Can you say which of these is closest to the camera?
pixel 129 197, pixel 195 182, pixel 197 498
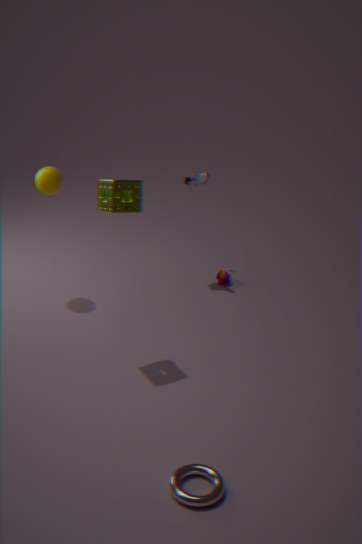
pixel 197 498
